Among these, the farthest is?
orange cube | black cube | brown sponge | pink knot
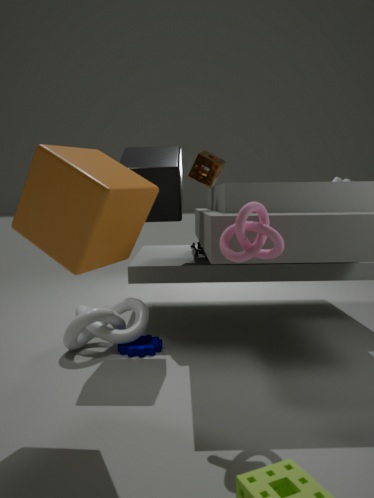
brown sponge
